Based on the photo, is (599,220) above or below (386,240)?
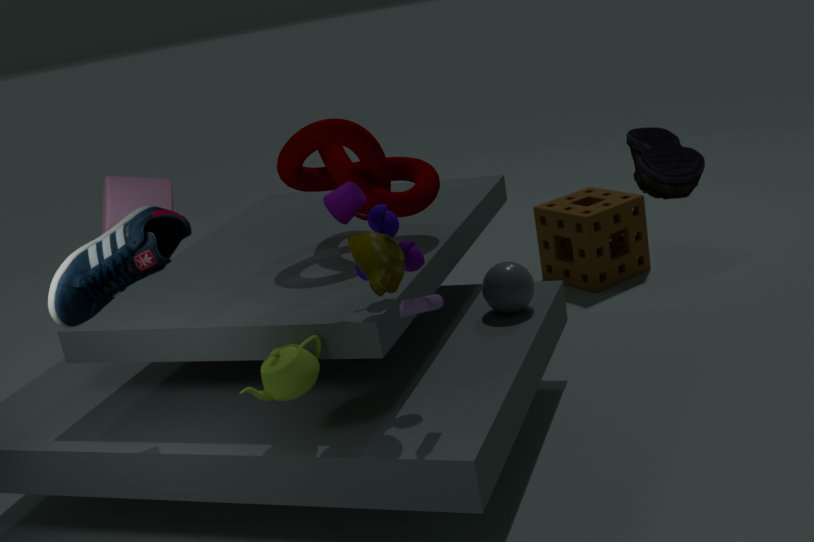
below
